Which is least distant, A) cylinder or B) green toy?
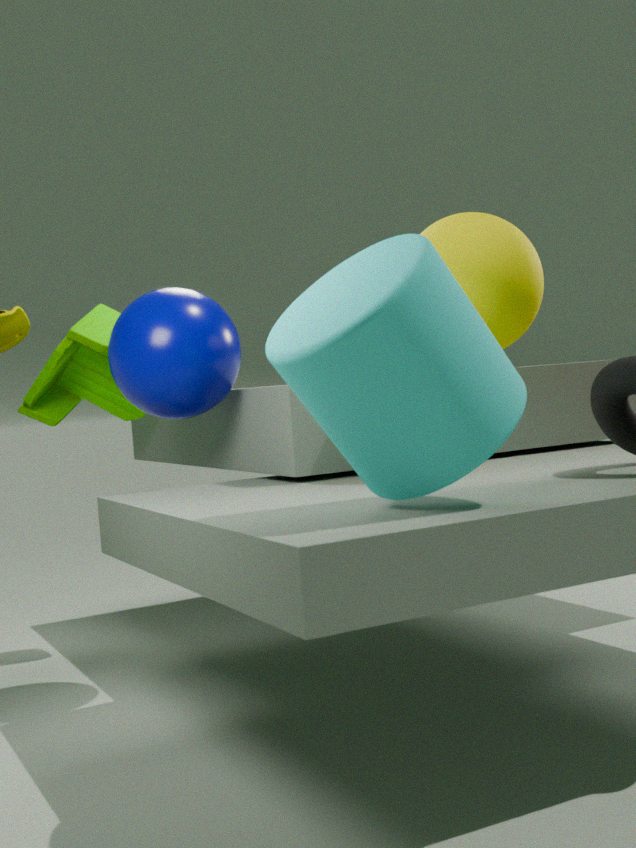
A. cylinder
